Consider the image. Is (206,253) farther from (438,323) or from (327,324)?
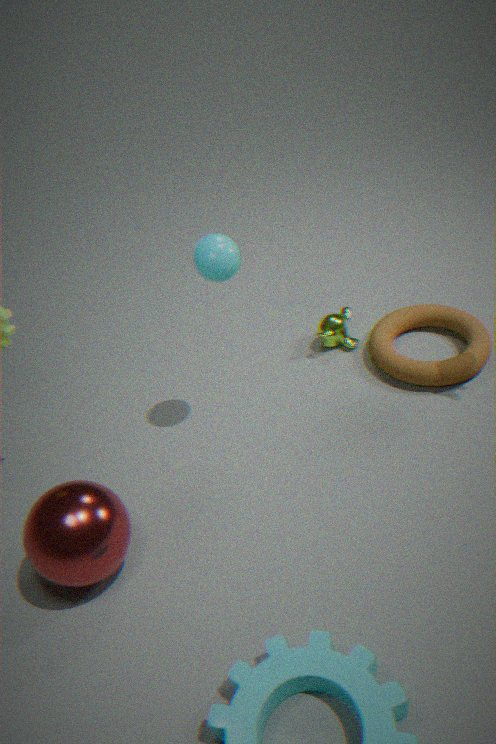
(438,323)
